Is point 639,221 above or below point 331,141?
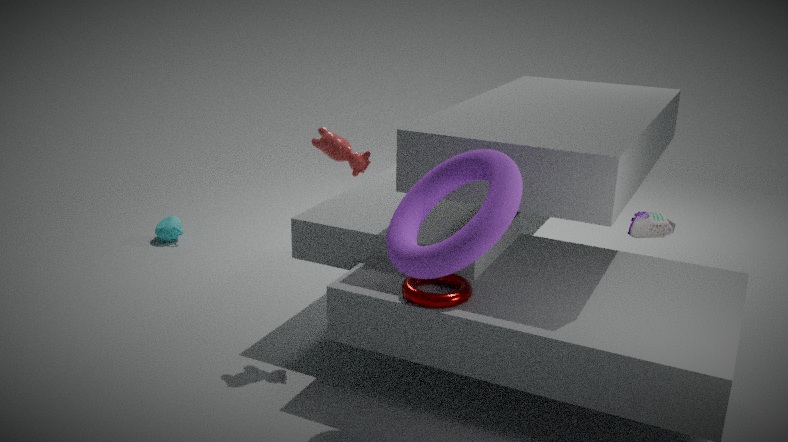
below
